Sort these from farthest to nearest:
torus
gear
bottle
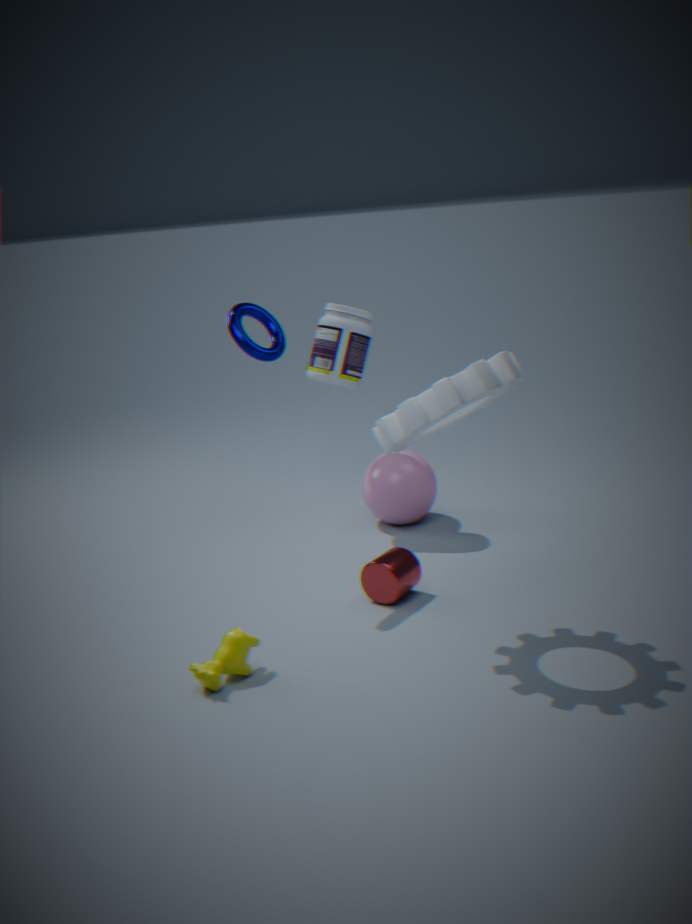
bottle
torus
gear
